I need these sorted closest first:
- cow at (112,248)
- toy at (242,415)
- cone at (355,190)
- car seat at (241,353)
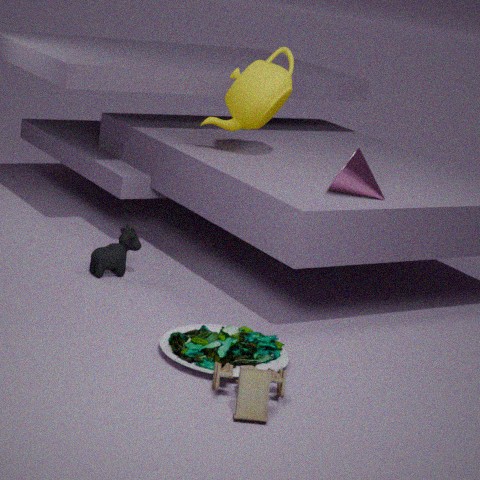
toy at (242,415) < car seat at (241,353) < cone at (355,190) < cow at (112,248)
